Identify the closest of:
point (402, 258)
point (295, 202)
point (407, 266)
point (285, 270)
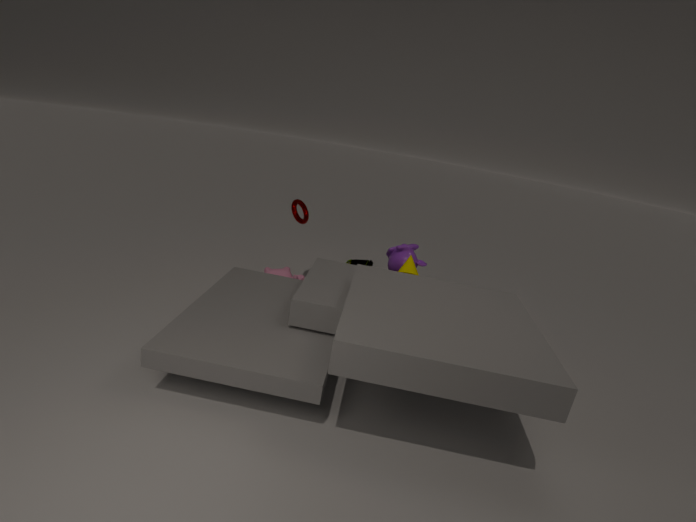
point (407, 266)
